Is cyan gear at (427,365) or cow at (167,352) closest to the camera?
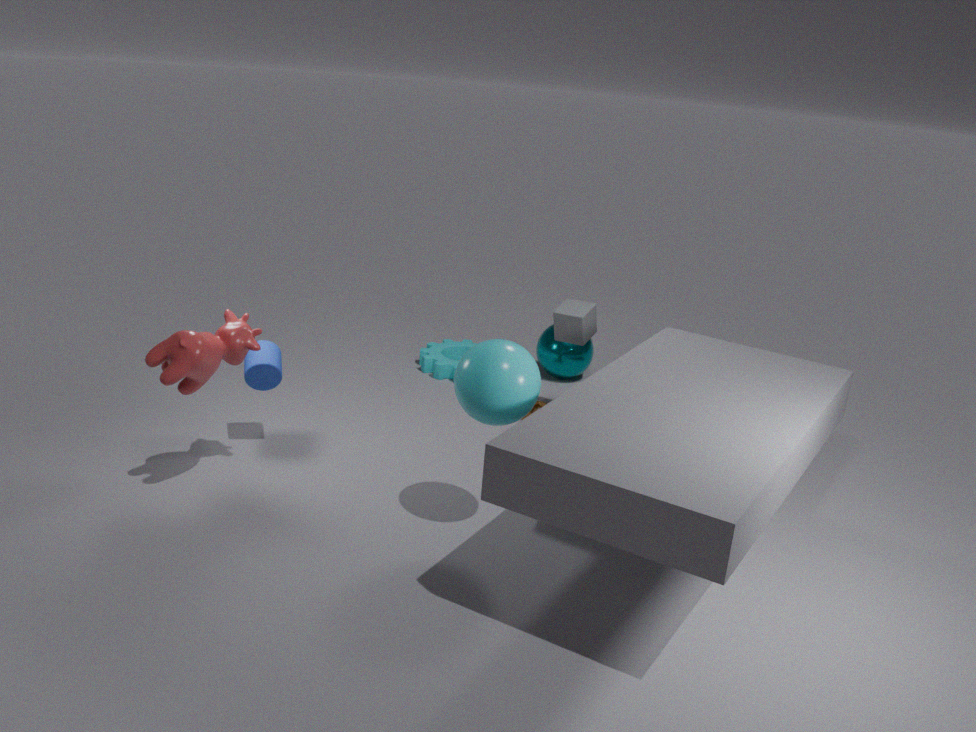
cow at (167,352)
